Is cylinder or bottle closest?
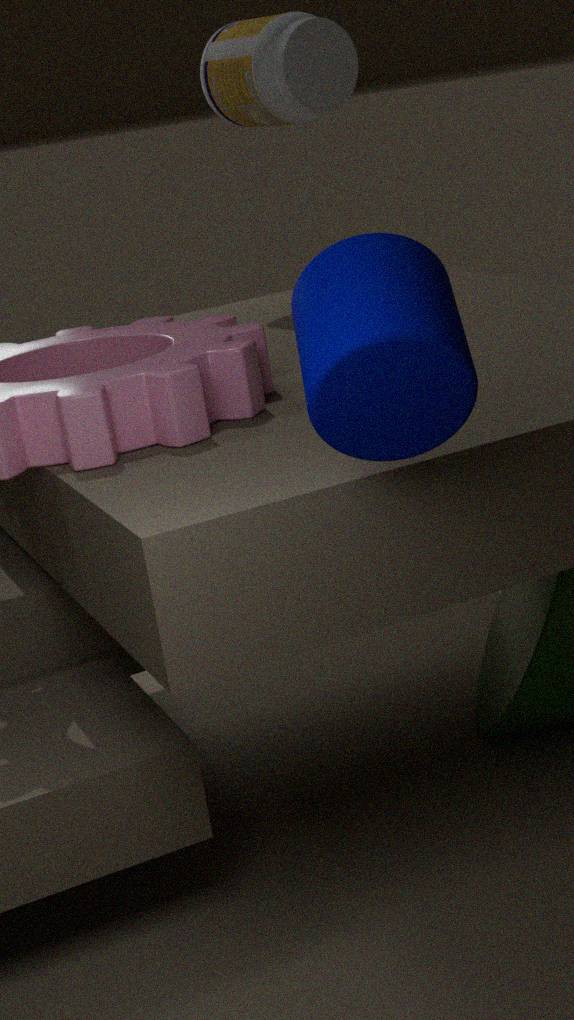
cylinder
